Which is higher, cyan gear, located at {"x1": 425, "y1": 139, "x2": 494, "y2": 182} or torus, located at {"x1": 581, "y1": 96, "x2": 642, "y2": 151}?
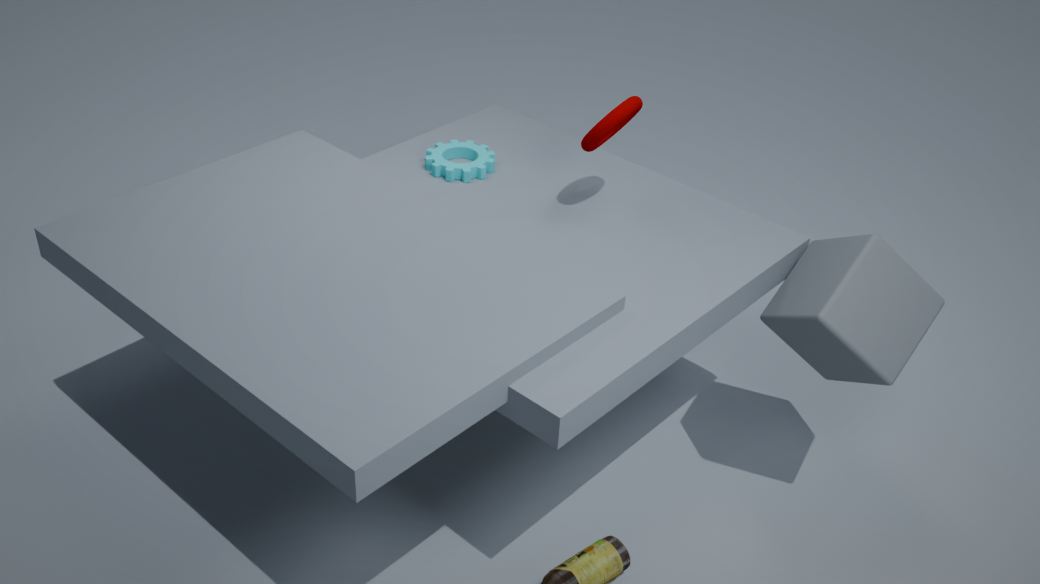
torus, located at {"x1": 581, "y1": 96, "x2": 642, "y2": 151}
